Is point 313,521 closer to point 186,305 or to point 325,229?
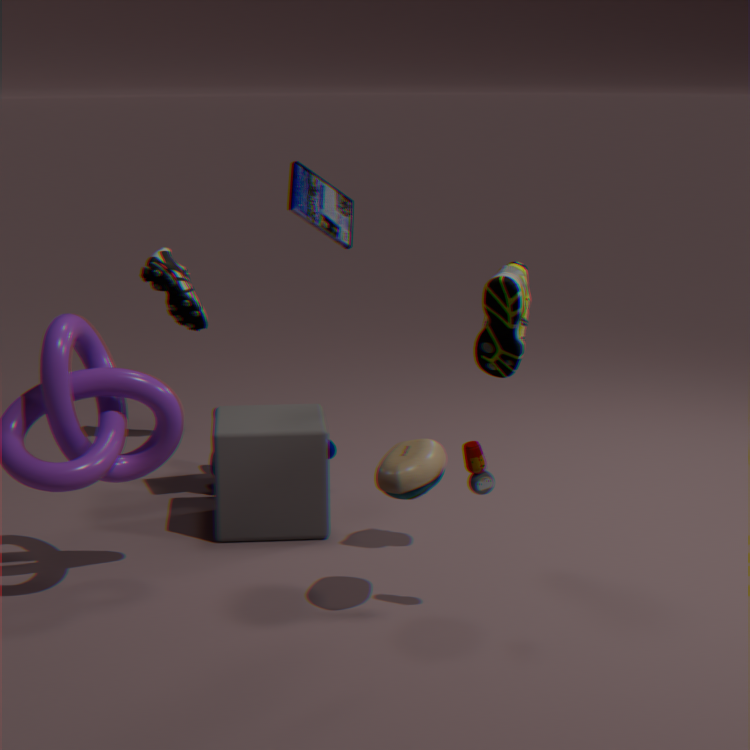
point 325,229
